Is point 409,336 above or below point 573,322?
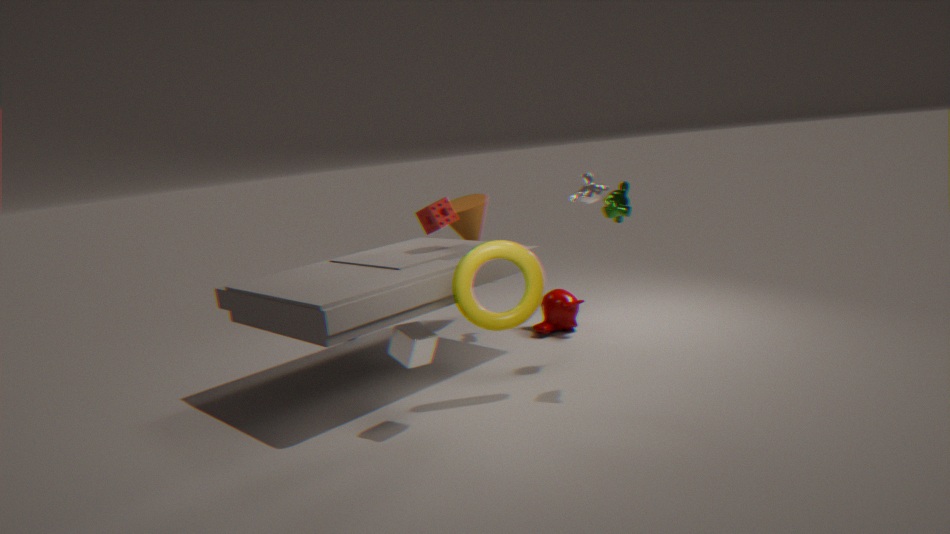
above
